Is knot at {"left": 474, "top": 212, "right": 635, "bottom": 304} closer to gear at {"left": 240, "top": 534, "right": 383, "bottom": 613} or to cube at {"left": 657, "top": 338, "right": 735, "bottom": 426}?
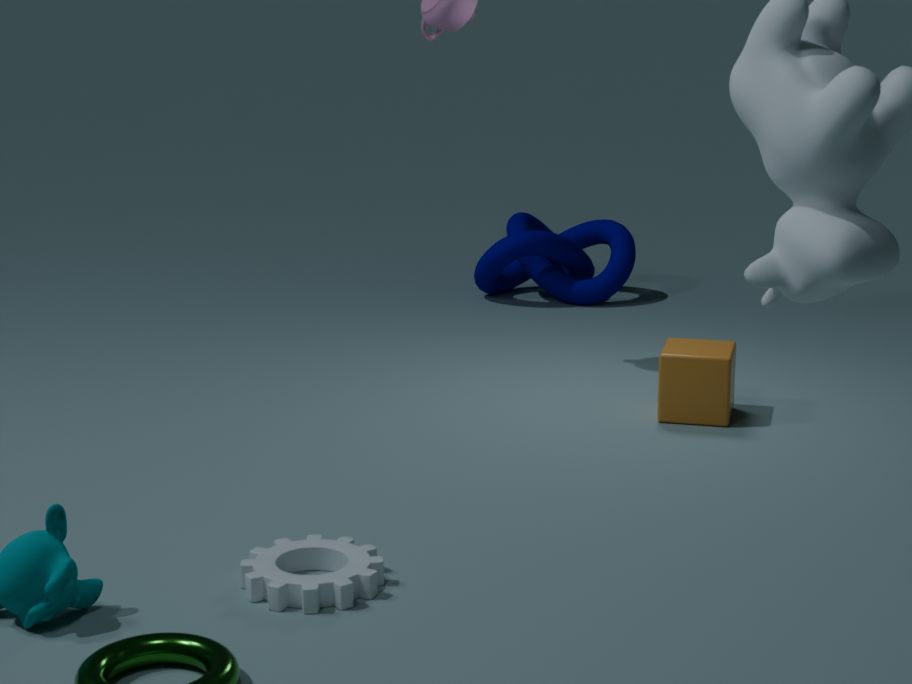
cube at {"left": 657, "top": 338, "right": 735, "bottom": 426}
